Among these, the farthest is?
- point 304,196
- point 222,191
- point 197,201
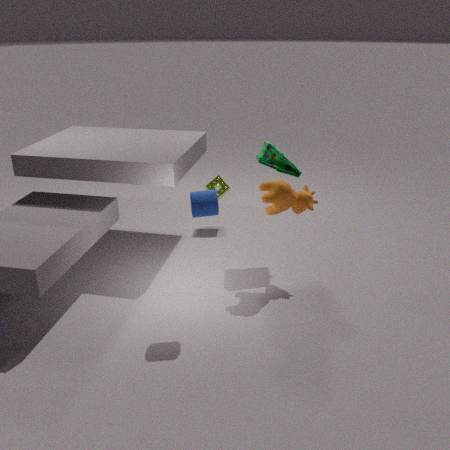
point 222,191
